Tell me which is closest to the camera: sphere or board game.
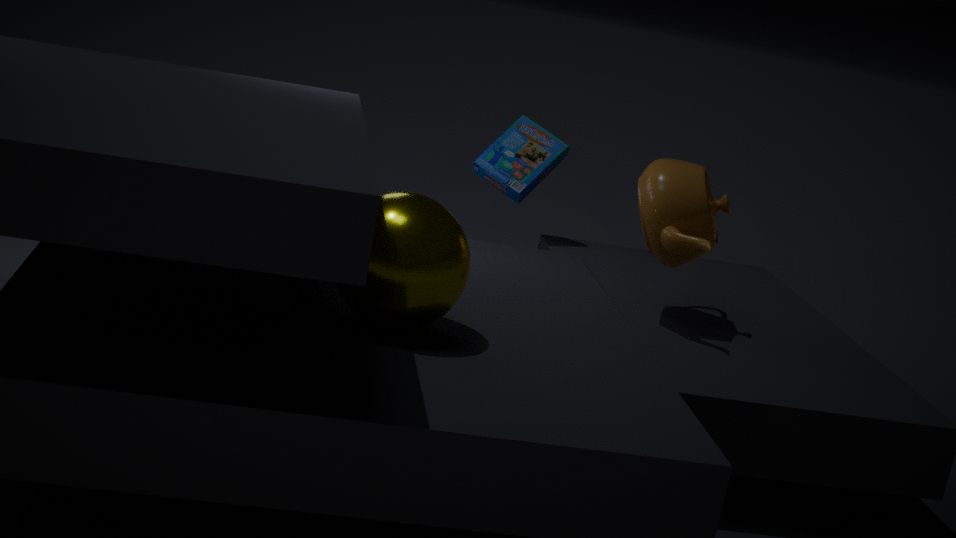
sphere
